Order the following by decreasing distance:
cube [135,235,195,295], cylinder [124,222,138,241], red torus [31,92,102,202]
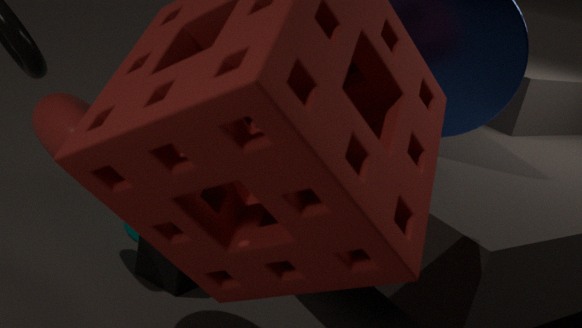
cylinder [124,222,138,241]
cube [135,235,195,295]
red torus [31,92,102,202]
